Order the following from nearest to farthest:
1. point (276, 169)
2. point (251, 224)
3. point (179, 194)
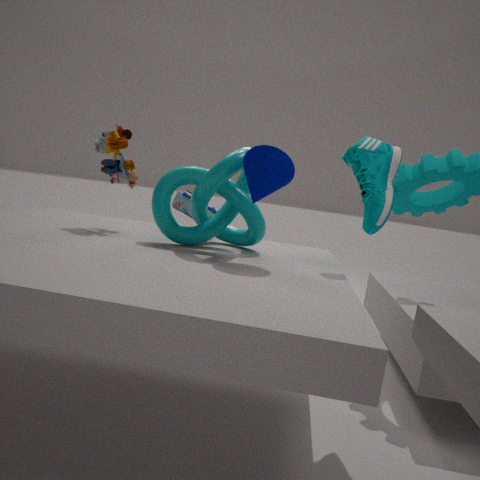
1. point (276, 169)
2. point (251, 224)
3. point (179, 194)
